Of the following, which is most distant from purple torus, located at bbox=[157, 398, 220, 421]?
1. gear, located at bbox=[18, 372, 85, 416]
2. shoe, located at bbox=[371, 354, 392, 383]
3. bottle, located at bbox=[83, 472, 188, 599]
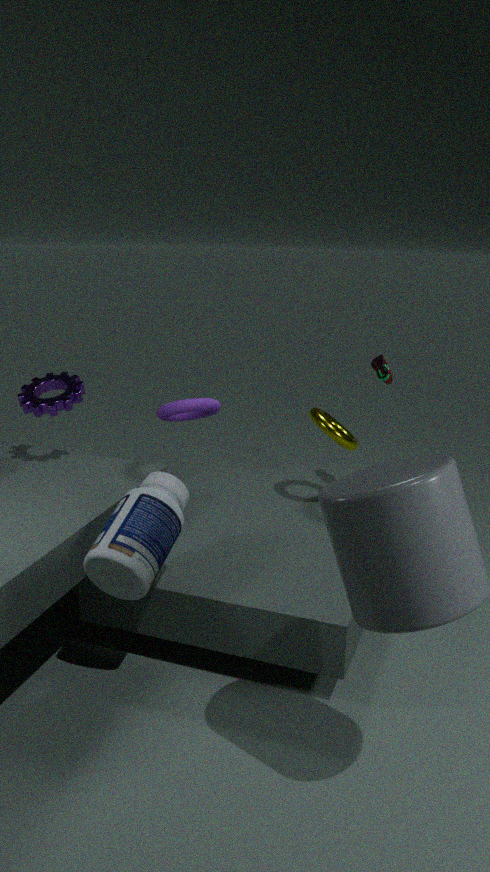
shoe, located at bbox=[371, 354, 392, 383]
